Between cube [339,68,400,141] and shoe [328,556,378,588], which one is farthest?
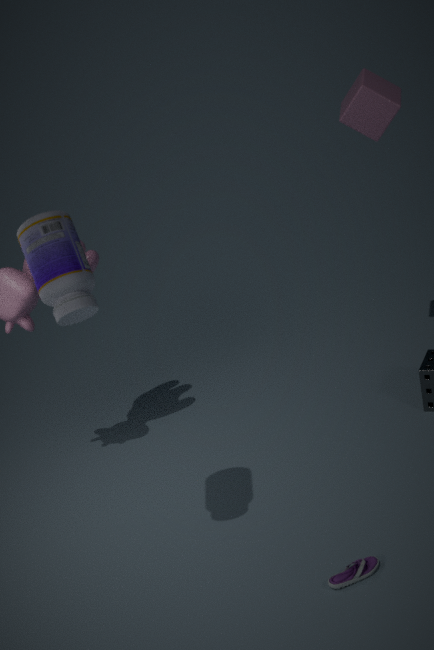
cube [339,68,400,141]
